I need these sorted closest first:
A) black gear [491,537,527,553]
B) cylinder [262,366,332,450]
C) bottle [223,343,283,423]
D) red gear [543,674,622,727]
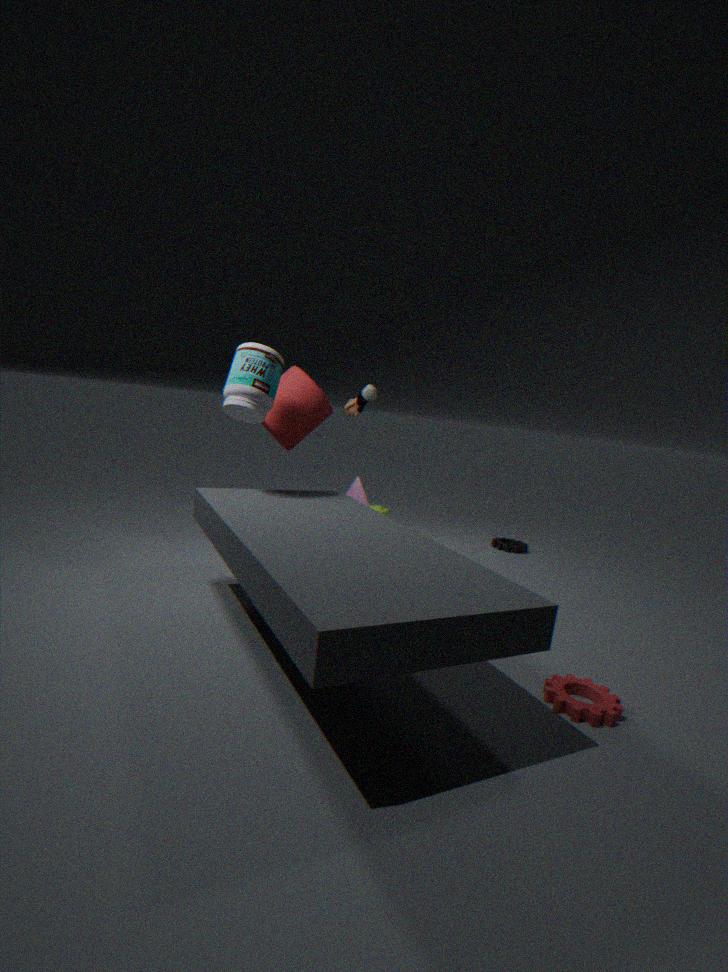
red gear [543,674,622,727]
bottle [223,343,283,423]
cylinder [262,366,332,450]
black gear [491,537,527,553]
